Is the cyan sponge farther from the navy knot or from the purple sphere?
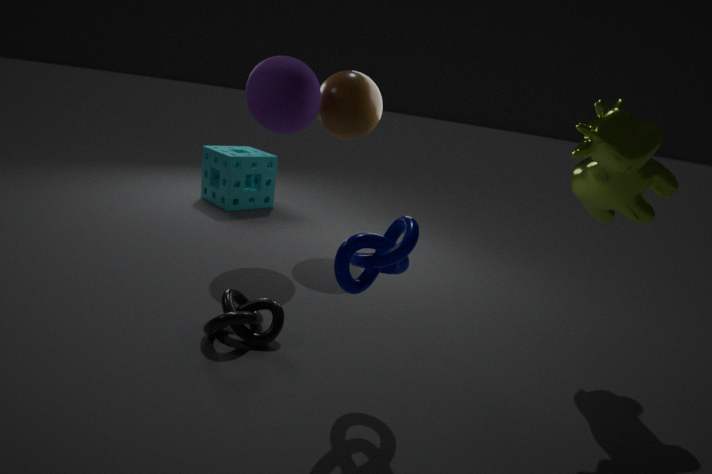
the navy knot
